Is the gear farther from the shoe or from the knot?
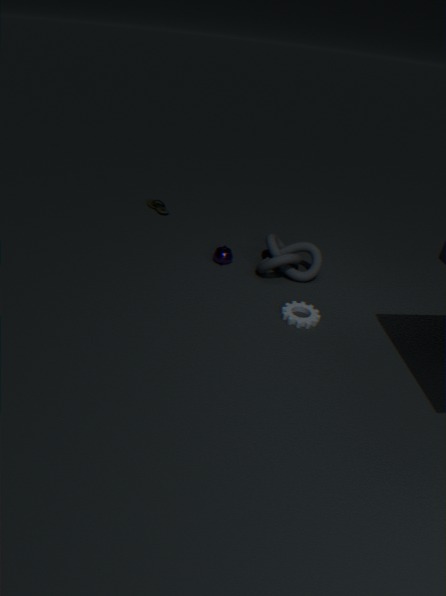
the shoe
